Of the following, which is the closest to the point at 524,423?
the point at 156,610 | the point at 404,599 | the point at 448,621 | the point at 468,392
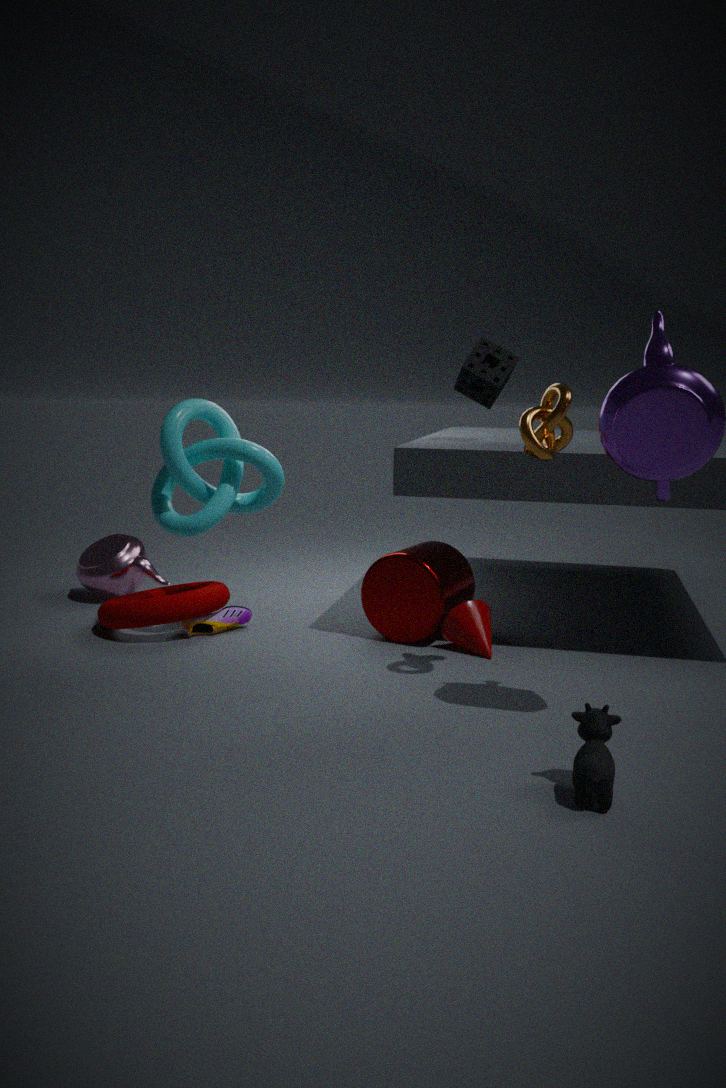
the point at 448,621
